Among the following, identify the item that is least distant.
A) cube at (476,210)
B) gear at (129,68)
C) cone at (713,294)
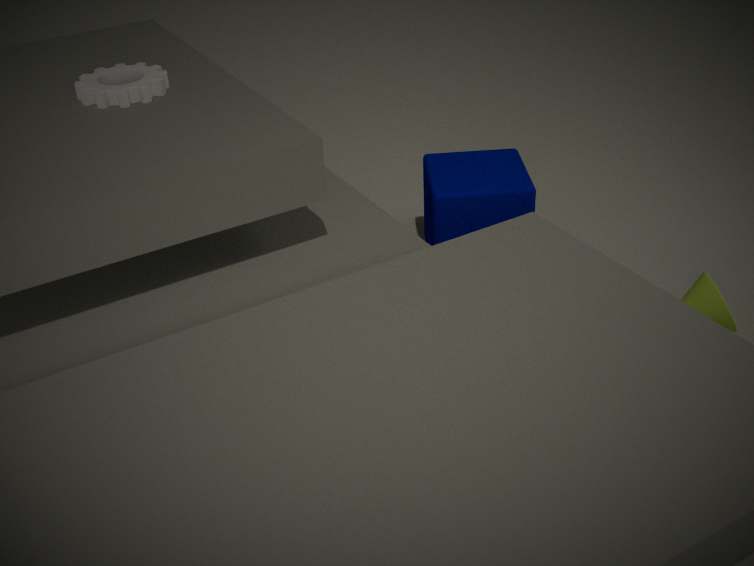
gear at (129,68)
